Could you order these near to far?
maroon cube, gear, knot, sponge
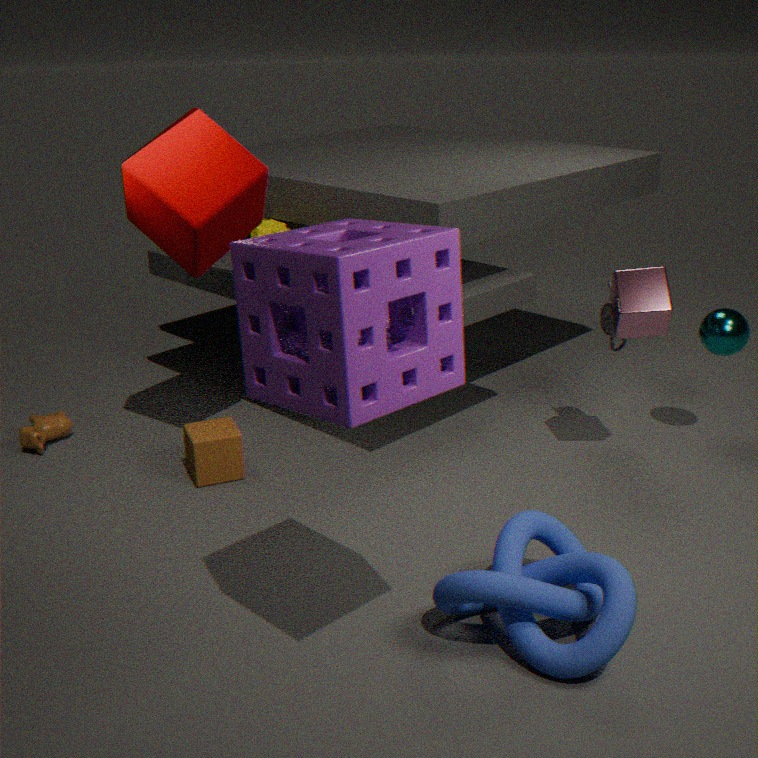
sponge, knot, maroon cube, gear
